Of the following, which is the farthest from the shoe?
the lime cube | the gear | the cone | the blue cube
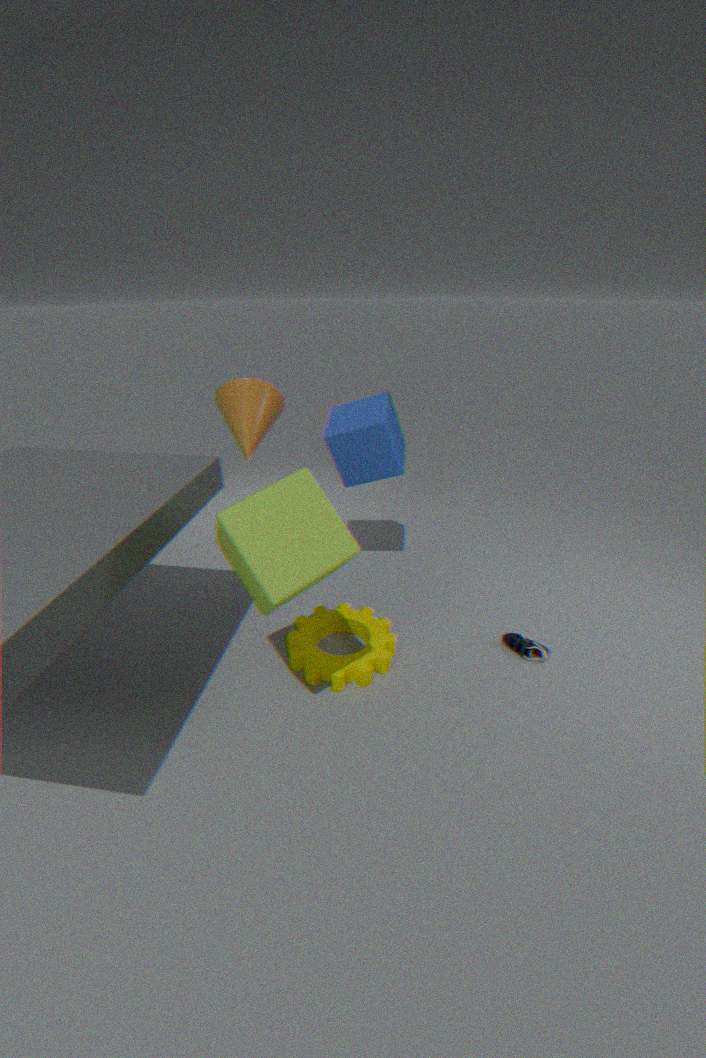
the cone
